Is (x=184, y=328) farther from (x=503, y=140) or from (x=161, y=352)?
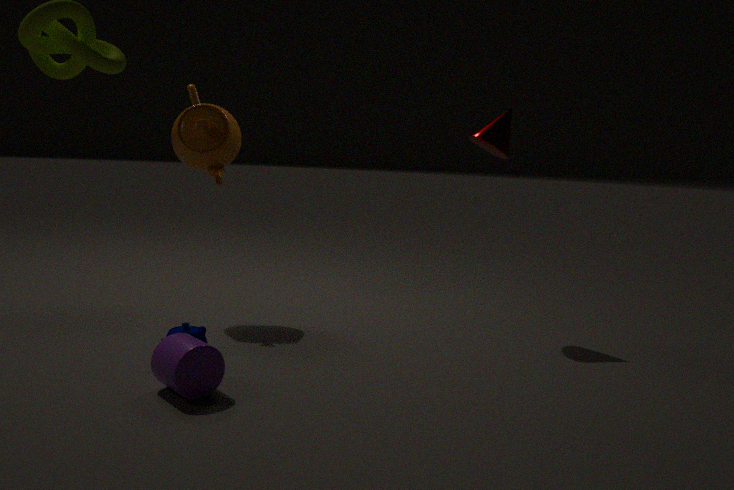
(x=503, y=140)
